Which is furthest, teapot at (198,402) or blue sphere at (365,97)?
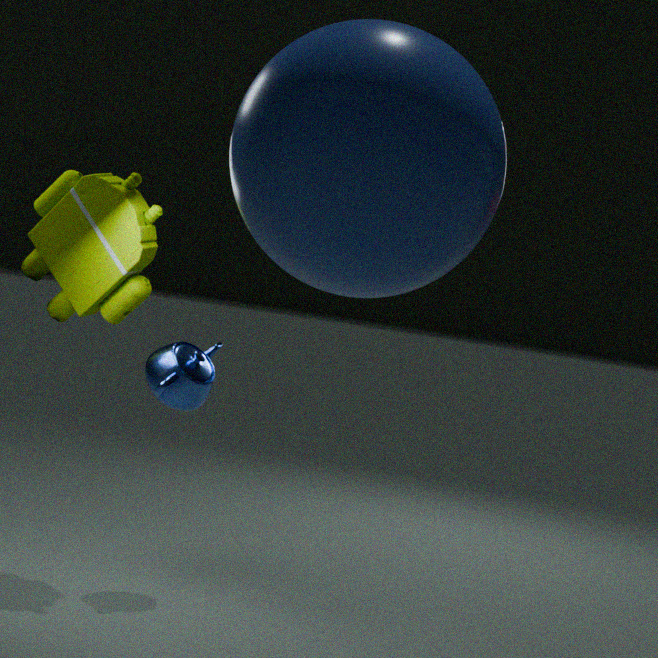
teapot at (198,402)
